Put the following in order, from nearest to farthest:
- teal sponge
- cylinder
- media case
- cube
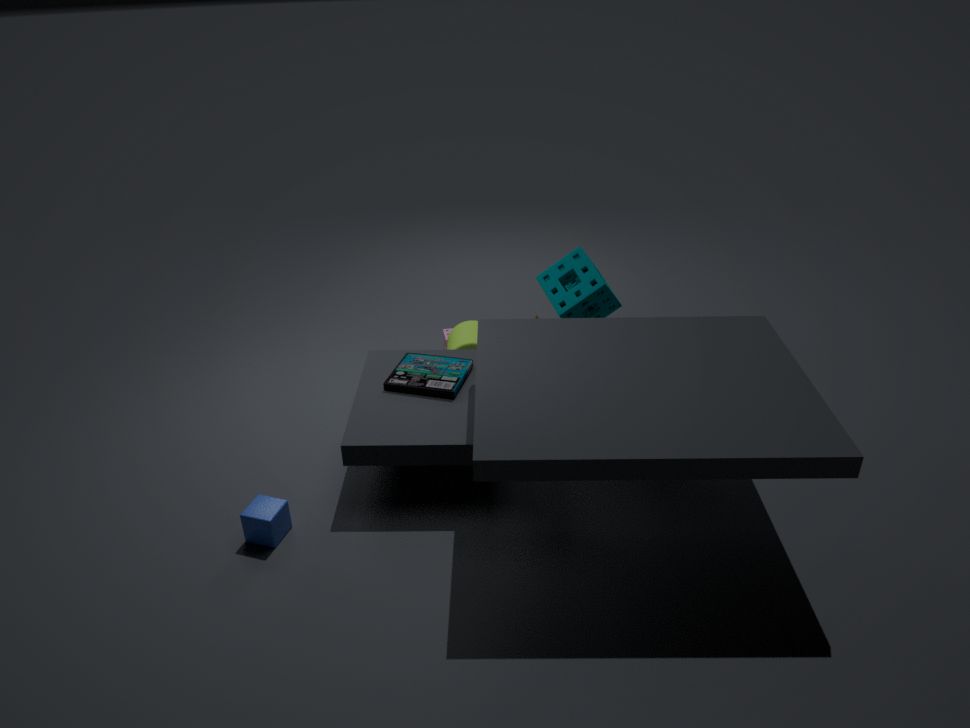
cube, media case, teal sponge, cylinder
